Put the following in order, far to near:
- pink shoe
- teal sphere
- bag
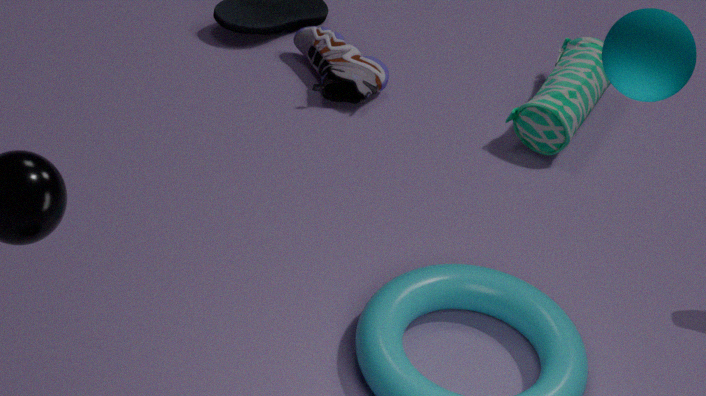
pink shoe
bag
teal sphere
